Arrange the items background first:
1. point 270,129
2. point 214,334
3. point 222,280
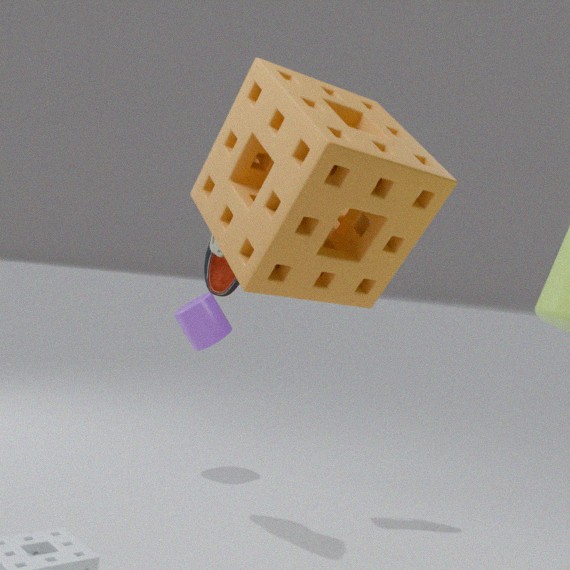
point 214,334 < point 222,280 < point 270,129
